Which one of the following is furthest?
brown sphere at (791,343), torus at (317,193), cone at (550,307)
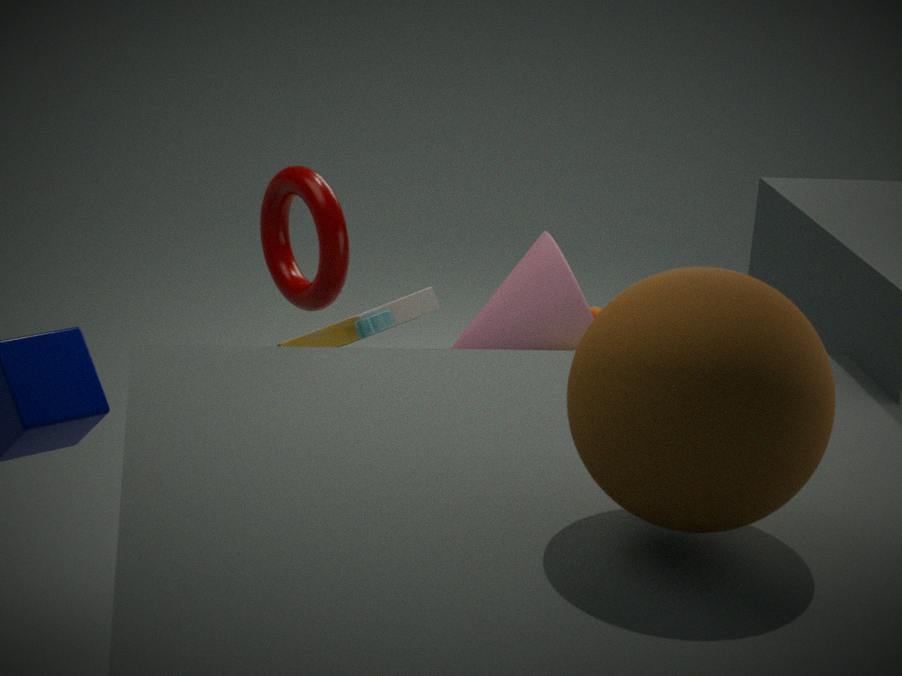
cone at (550,307)
